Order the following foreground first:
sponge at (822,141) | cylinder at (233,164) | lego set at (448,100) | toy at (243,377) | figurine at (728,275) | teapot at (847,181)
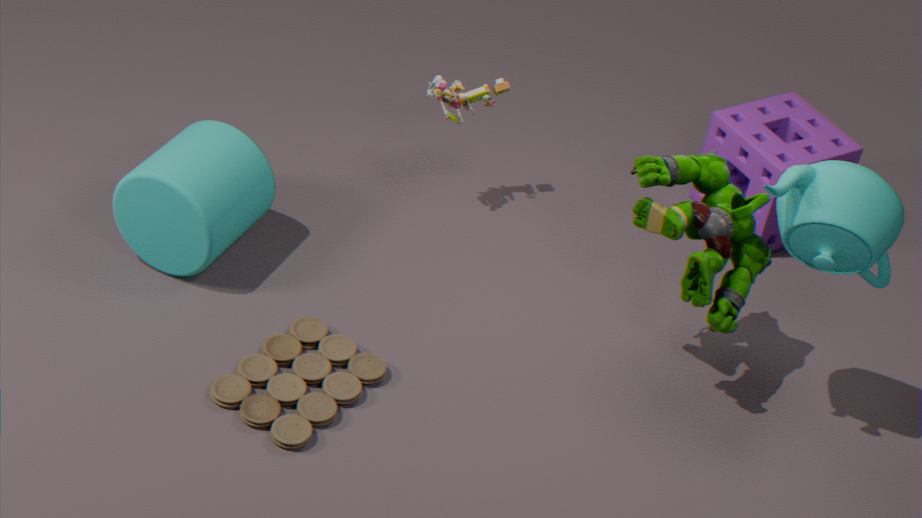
teapot at (847,181) → toy at (243,377) → figurine at (728,275) → cylinder at (233,164) → lego set at (448,100) → sponge at (822,141)
